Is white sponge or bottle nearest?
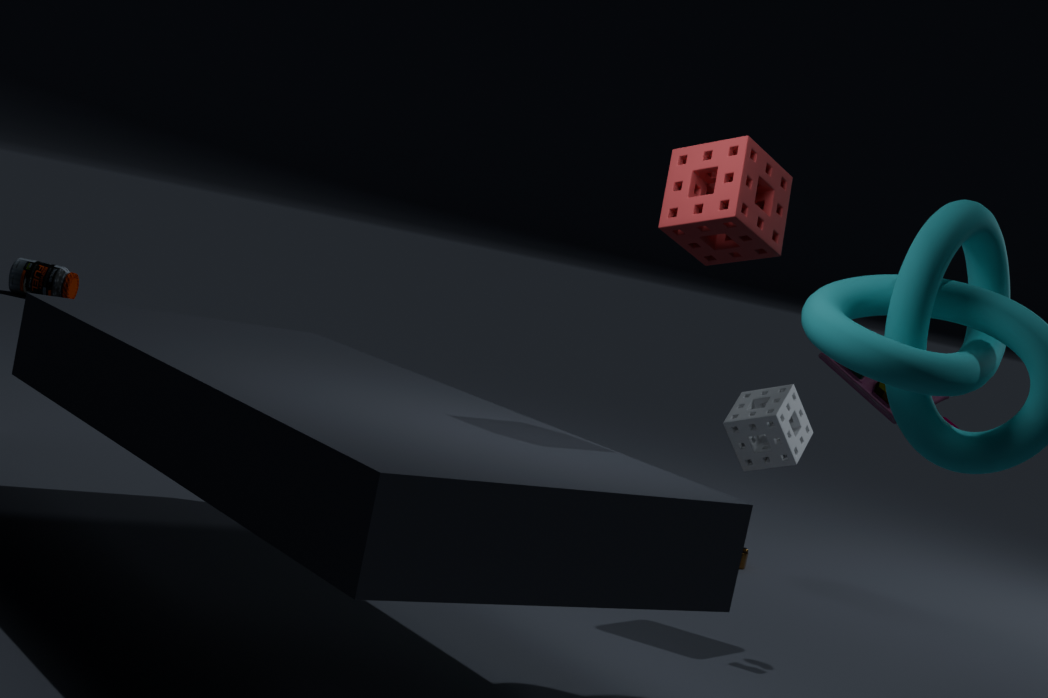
white sponge
